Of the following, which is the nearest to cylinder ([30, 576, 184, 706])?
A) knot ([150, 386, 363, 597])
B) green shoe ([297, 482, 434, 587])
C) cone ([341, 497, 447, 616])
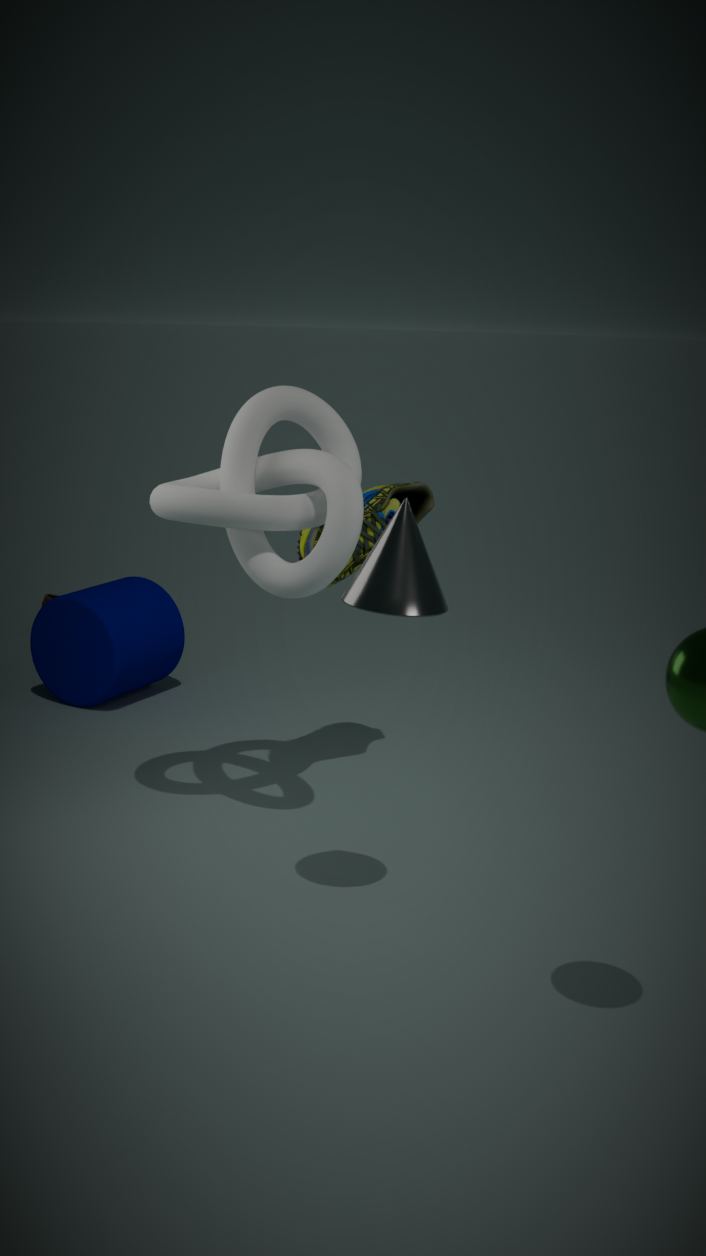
green shoe ([297, 482, 434, 587])
